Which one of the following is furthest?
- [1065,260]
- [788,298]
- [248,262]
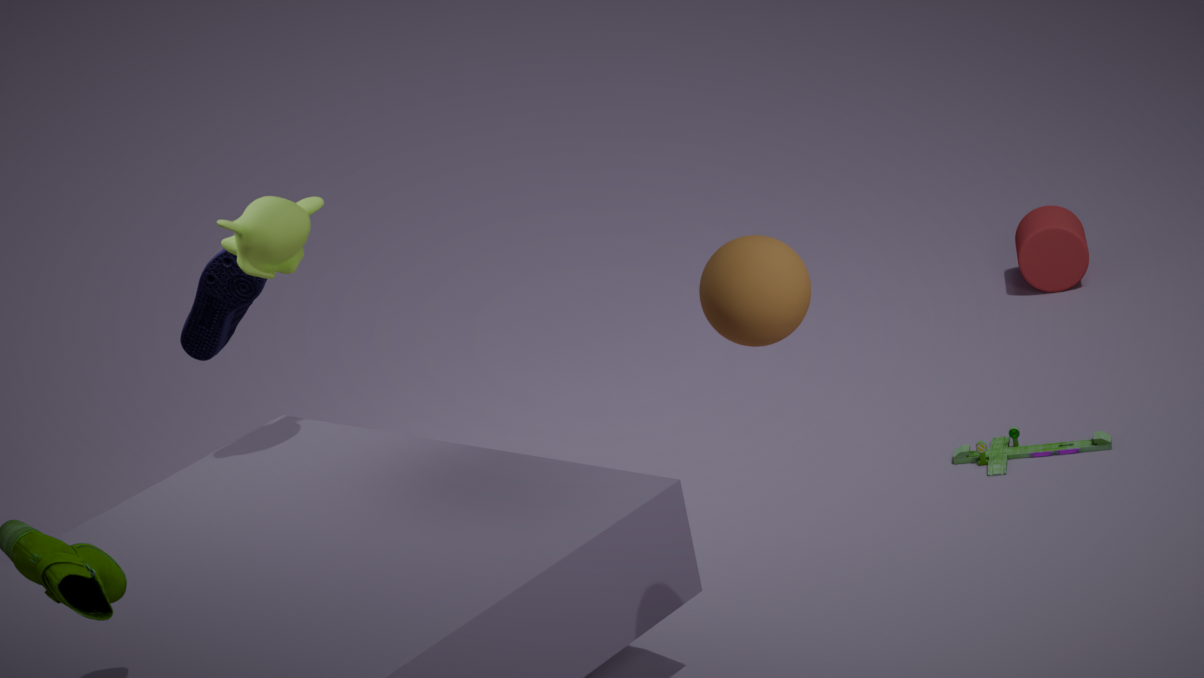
[1065,260]
